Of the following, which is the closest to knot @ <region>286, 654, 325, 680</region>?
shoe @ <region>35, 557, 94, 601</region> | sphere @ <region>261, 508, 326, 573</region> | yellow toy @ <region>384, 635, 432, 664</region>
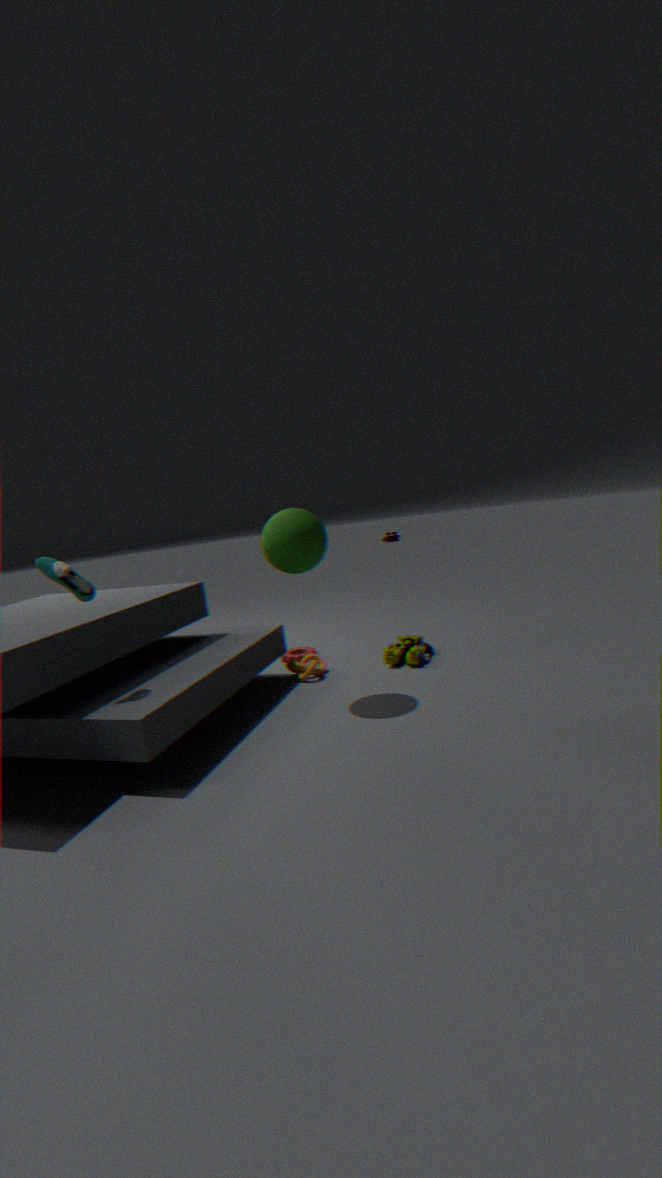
yellow toy @ <region>384, 635, 432, 664</region>
